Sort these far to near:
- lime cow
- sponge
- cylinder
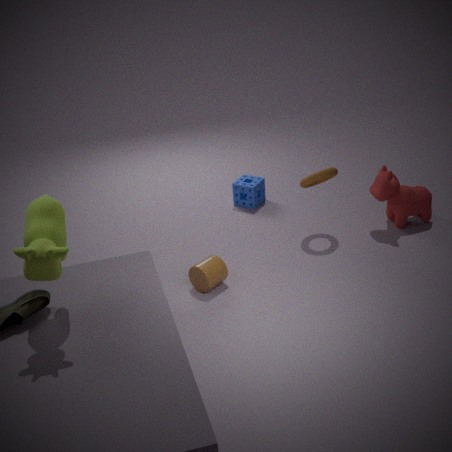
sponge → cylinder → lime cow
